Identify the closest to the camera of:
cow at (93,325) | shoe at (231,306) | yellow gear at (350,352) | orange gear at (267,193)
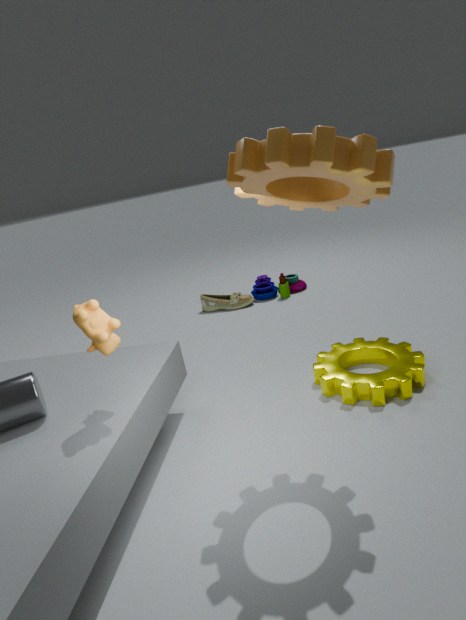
orange gear at (267,193)
